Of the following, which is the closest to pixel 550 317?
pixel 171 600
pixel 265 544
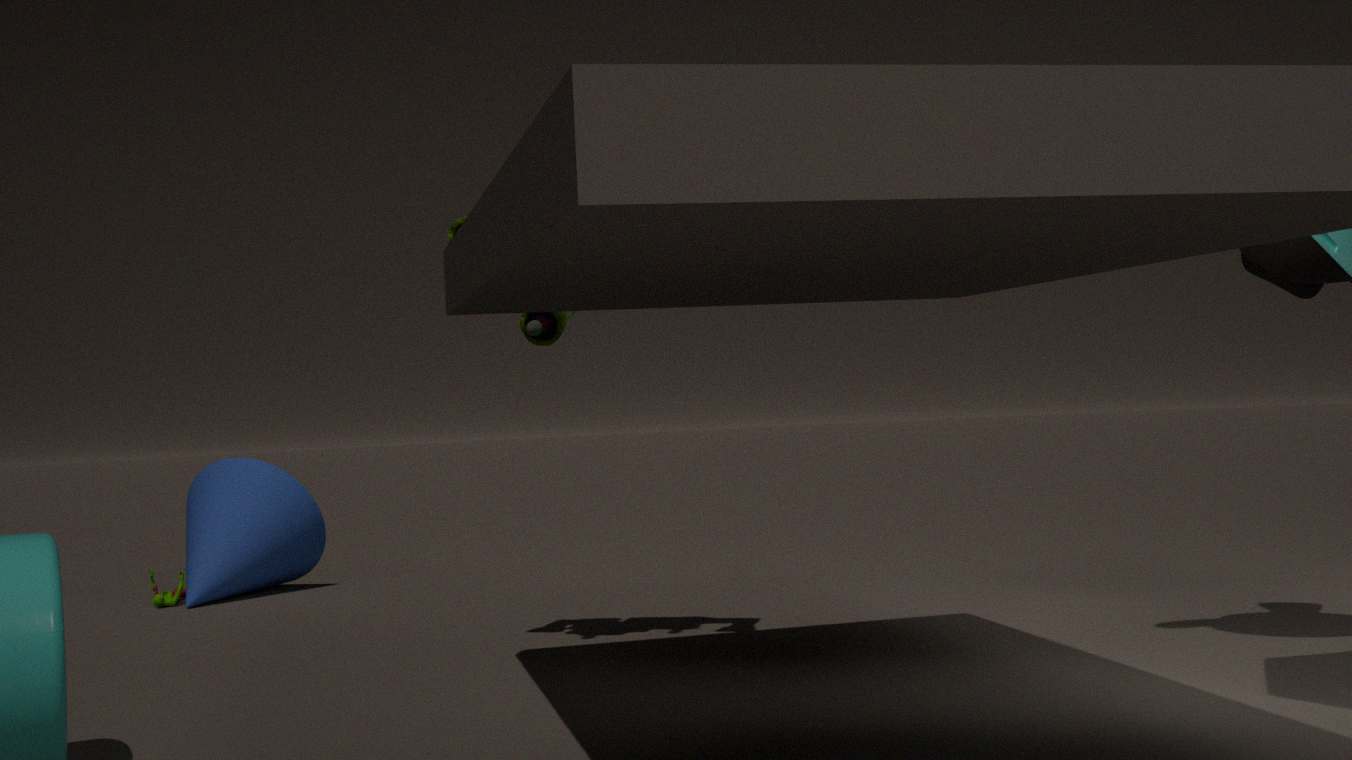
pixel 265 544
